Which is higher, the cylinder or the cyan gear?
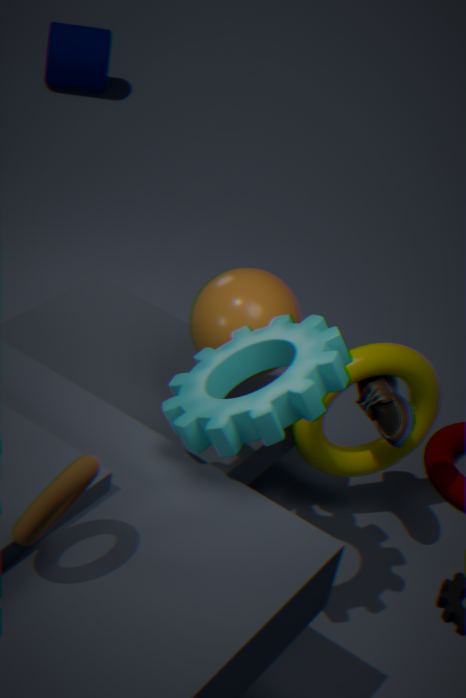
the cyan gear
